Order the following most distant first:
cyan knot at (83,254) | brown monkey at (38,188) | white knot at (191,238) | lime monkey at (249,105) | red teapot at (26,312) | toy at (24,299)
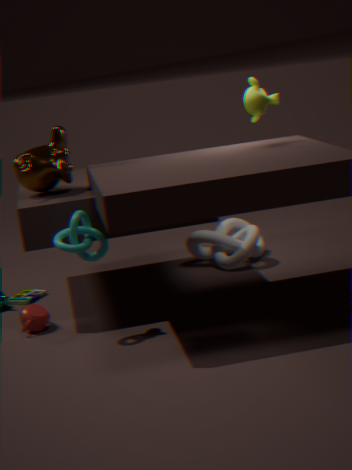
white knot at (191,238), toy at (24,299), lime monkey at (249,105), brown monkey at (38,188), red teapot at (26,312), cyan knot at (83,254)
